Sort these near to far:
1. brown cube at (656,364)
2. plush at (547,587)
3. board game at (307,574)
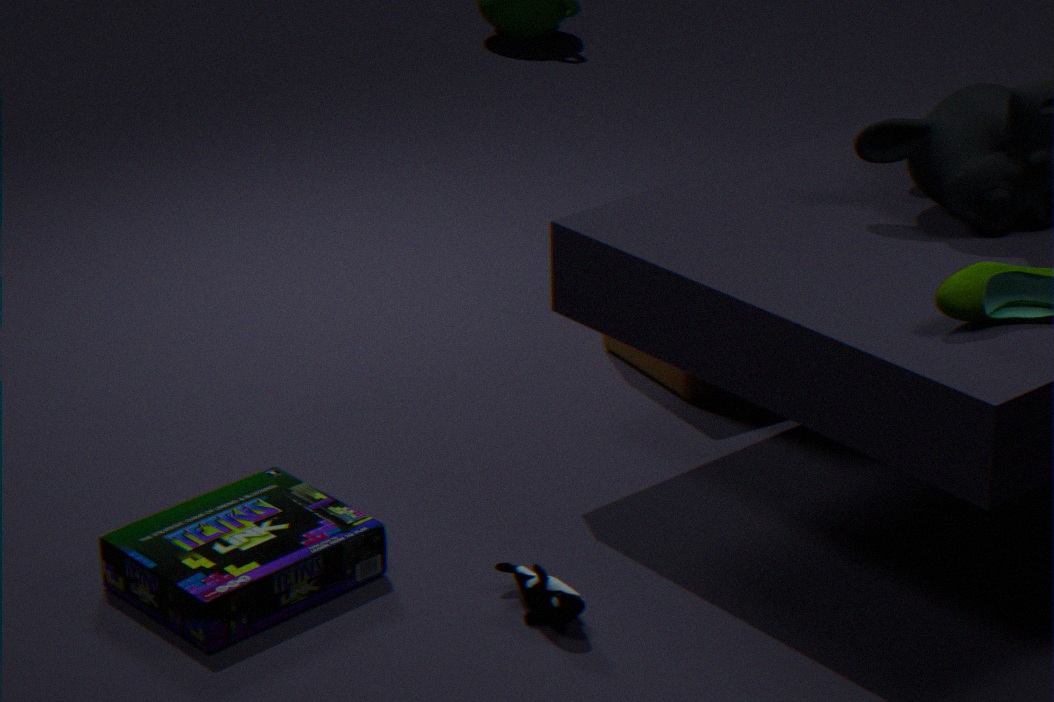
plush at (547,587) → board game at (307,574) → brown cube at (656,364)
